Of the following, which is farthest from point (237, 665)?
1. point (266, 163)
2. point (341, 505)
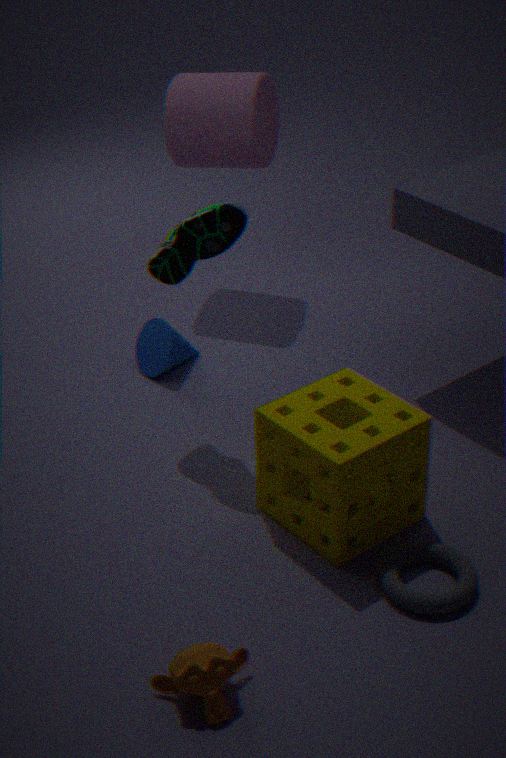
point (266, 163)
